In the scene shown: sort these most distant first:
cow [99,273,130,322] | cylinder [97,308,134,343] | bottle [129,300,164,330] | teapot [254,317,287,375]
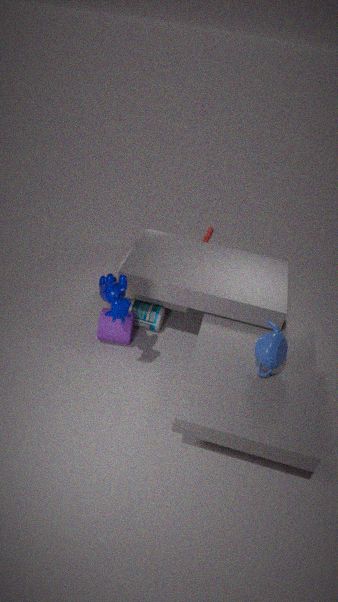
bottle [129,300,164,330], cylinder [97,308,134,343], cow [99,273,130,322], teapot [254,317,287,375]
